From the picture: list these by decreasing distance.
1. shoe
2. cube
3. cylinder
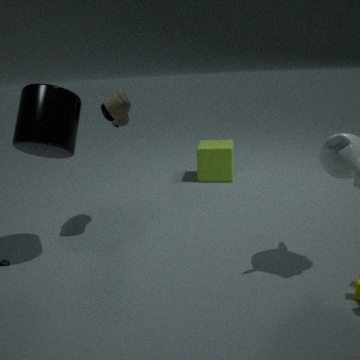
cube → shoe → cylinder
